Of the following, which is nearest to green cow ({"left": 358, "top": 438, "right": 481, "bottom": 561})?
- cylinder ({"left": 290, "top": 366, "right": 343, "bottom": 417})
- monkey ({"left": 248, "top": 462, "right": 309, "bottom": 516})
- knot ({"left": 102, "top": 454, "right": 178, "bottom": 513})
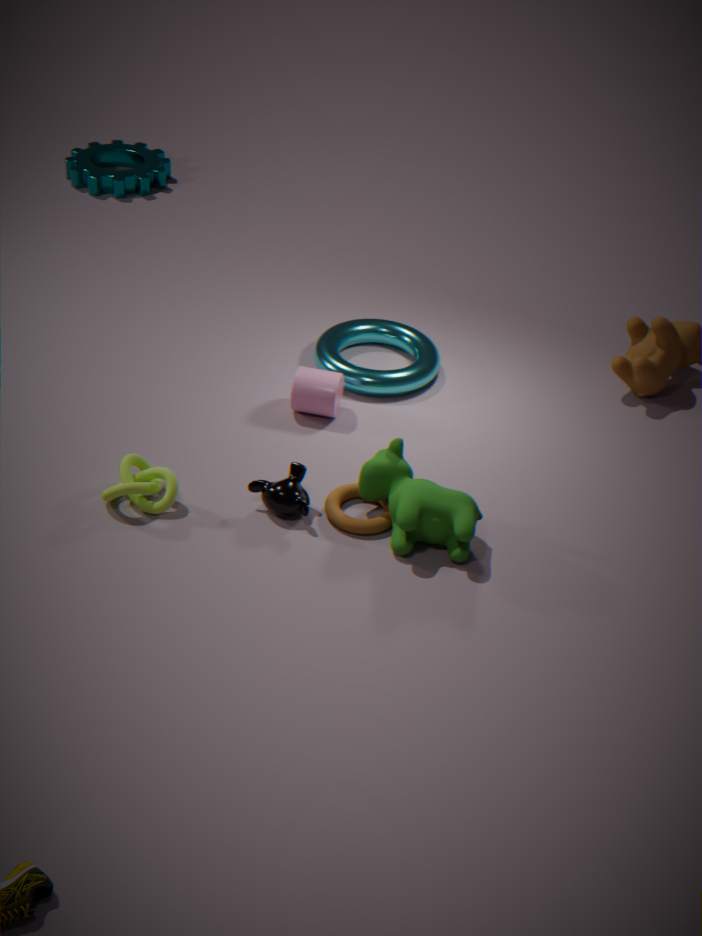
monkey ({"left": 248, "top": 462, "right": 309, "bottom": 516})
